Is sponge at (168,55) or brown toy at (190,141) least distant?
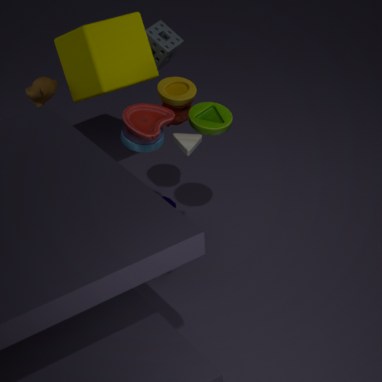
brown toy at (190,141)
